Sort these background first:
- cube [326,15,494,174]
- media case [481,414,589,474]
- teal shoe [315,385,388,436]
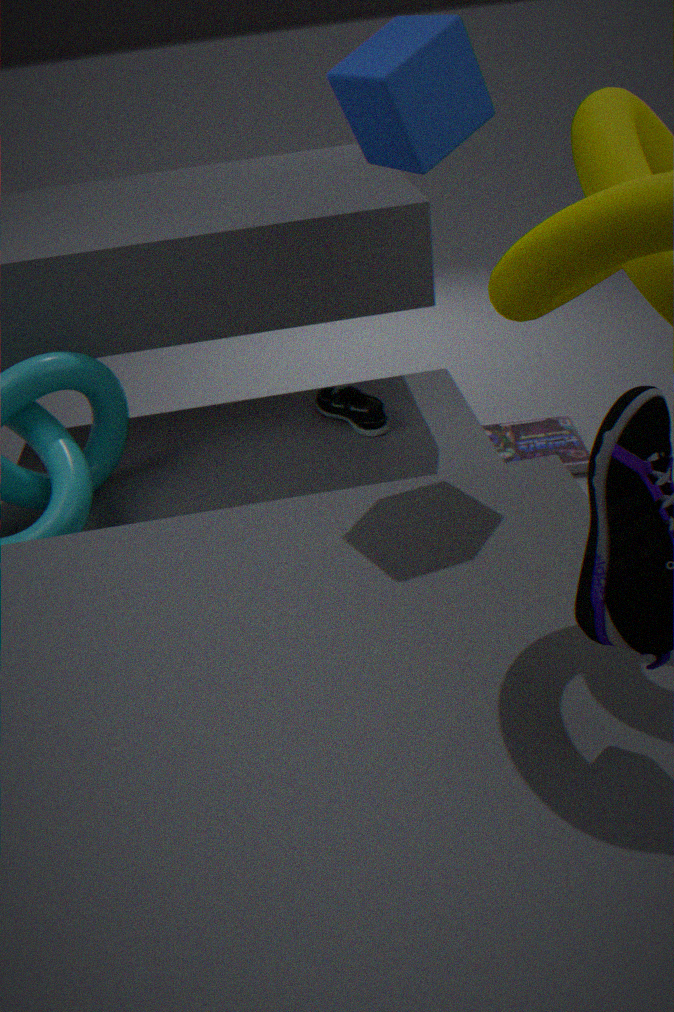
media case [481,414,589,474] → teal shoe [315,385,388,436] → cube [326,15,494,174]
